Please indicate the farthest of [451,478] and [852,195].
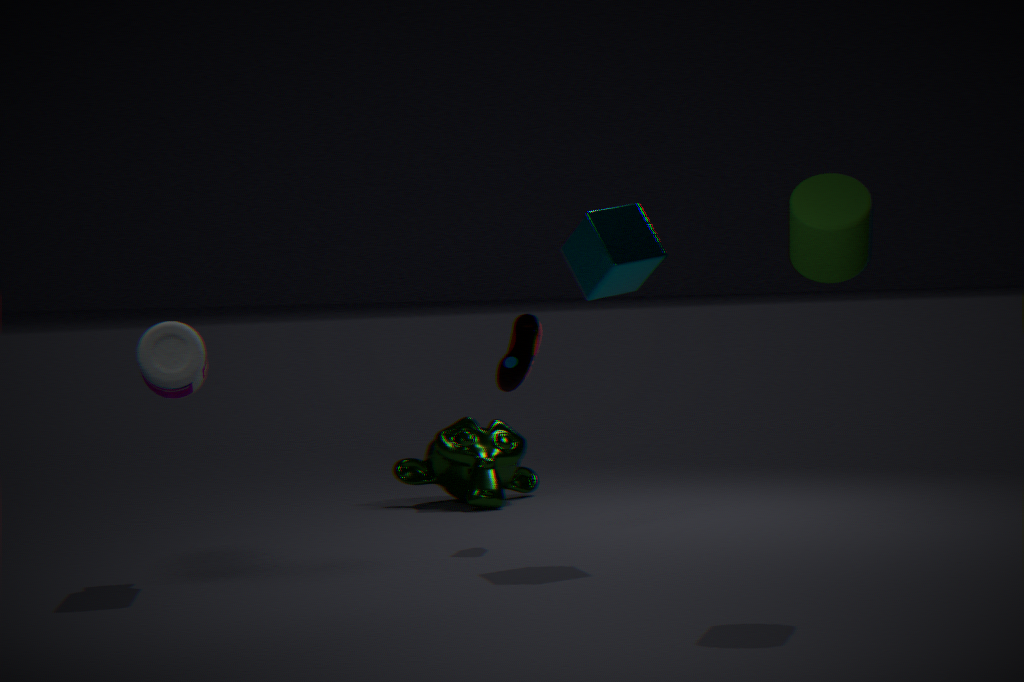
[451,478]
